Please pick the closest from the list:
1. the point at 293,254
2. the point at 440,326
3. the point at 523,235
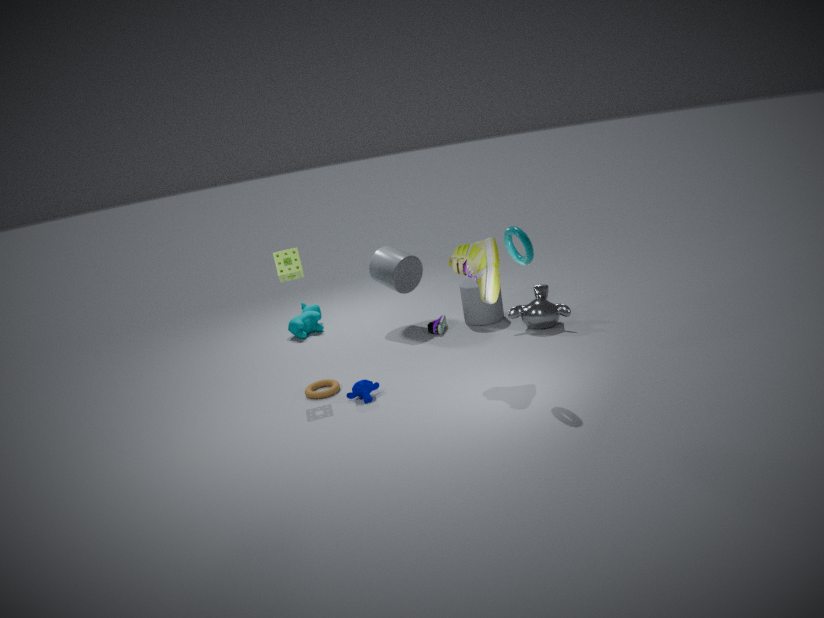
the point at 523,235
